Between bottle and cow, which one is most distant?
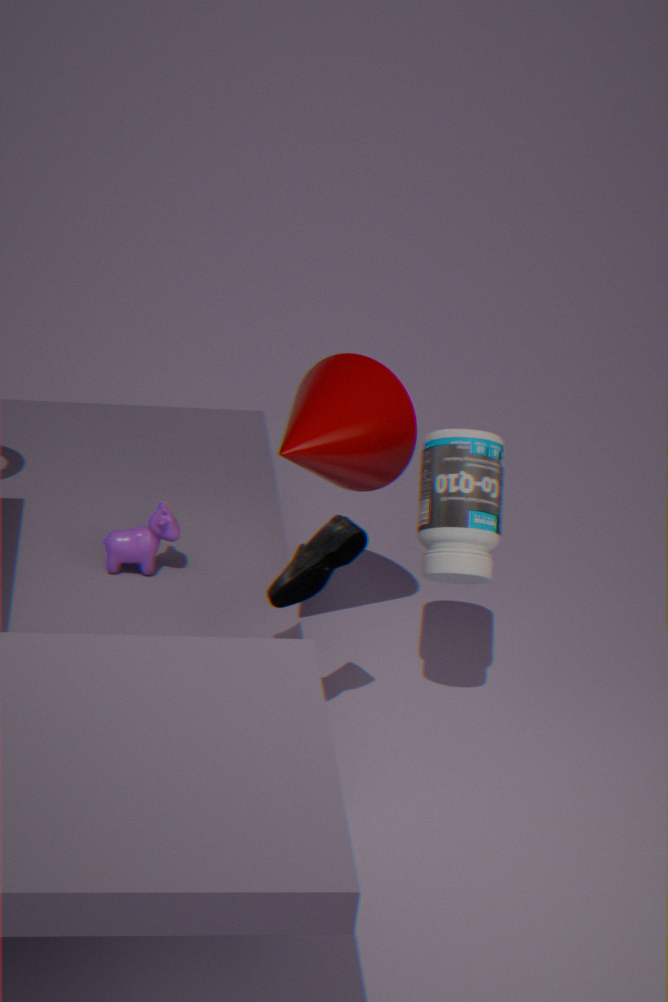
cow
